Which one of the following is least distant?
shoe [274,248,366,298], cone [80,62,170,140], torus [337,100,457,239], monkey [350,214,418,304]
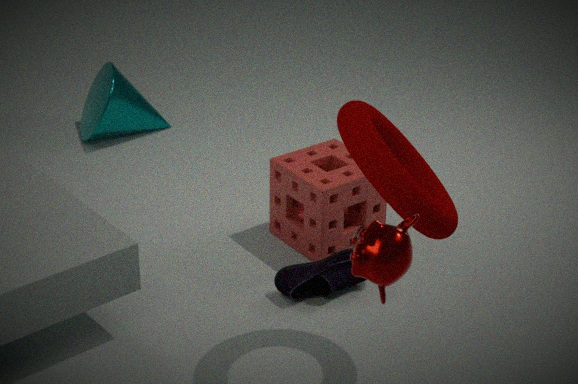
monkey [350,214,418,304]
